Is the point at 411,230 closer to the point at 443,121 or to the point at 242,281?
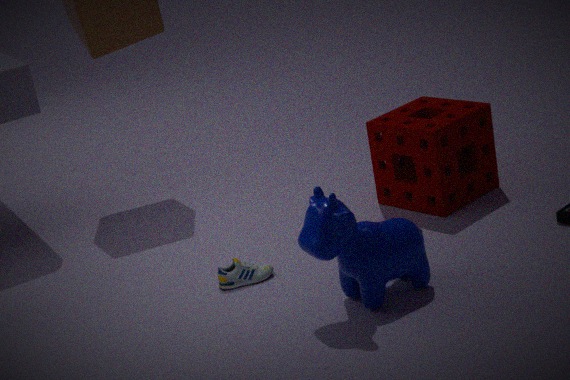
the point at 242,281
